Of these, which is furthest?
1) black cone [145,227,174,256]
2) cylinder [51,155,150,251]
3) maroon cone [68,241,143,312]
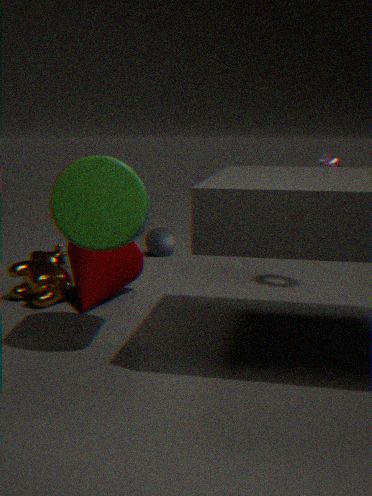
1. black cone [145,227,174,256]
